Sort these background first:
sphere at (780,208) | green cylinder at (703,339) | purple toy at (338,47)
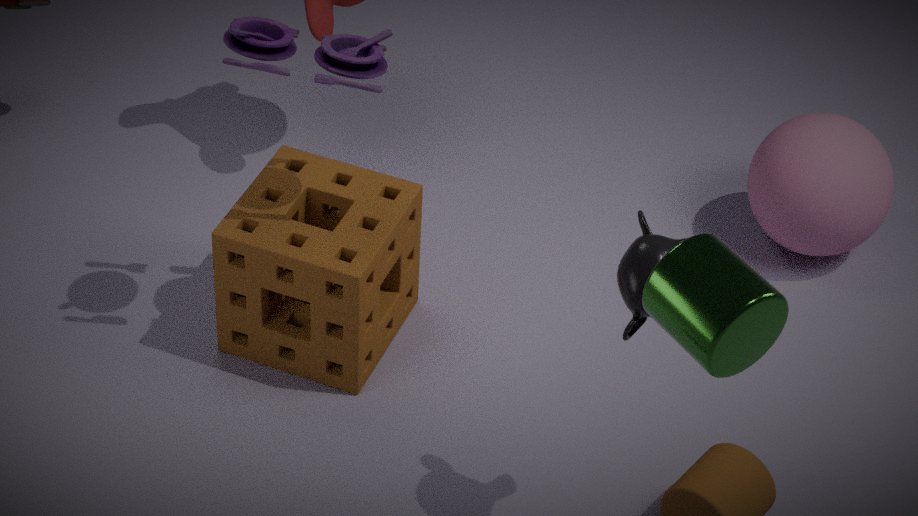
sphere at (780,208) → purple toy at (338,47) → green cylinder at (703,339)
